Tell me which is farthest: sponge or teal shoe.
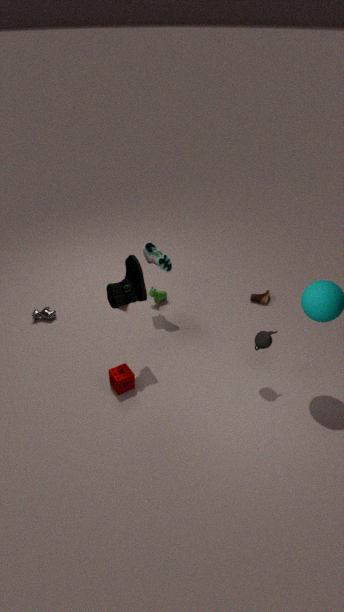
teal shoe
